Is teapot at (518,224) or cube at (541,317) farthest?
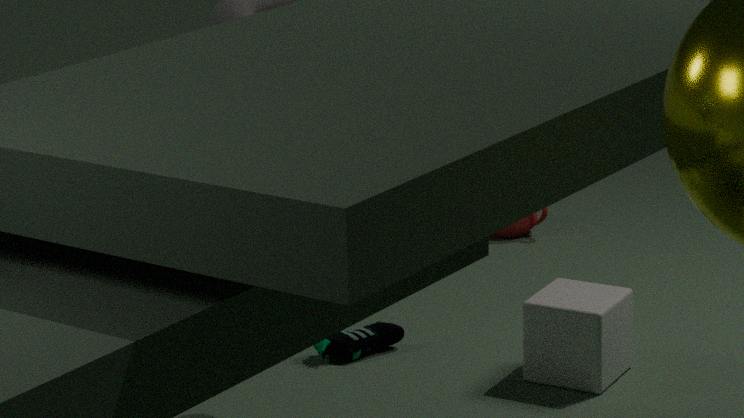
teapot at (518,224)
